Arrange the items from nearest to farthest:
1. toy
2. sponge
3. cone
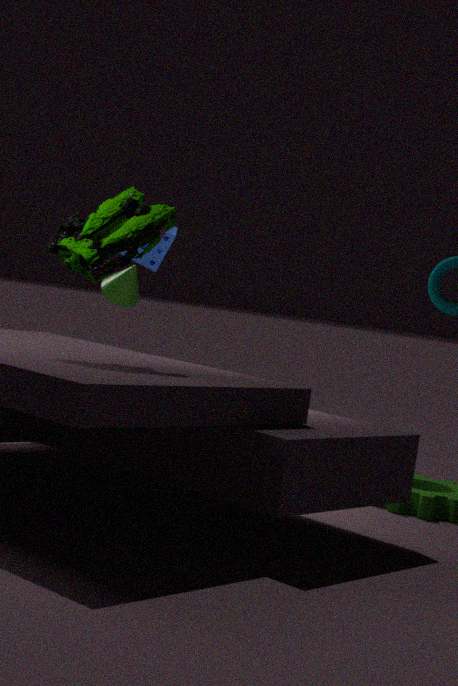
toy
sponge
cone
